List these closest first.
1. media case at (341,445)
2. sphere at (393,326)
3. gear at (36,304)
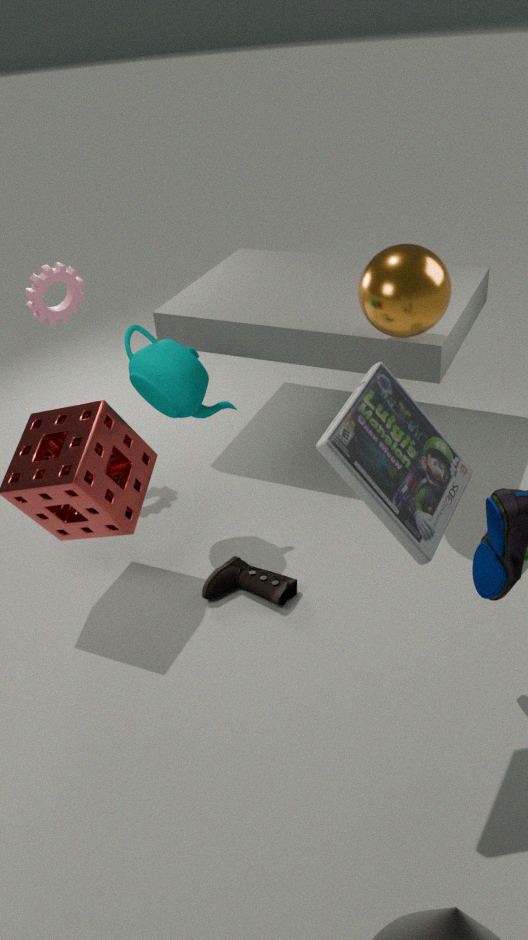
media case at (341,445) → sphere at (393,326) → gear at (36,304)
